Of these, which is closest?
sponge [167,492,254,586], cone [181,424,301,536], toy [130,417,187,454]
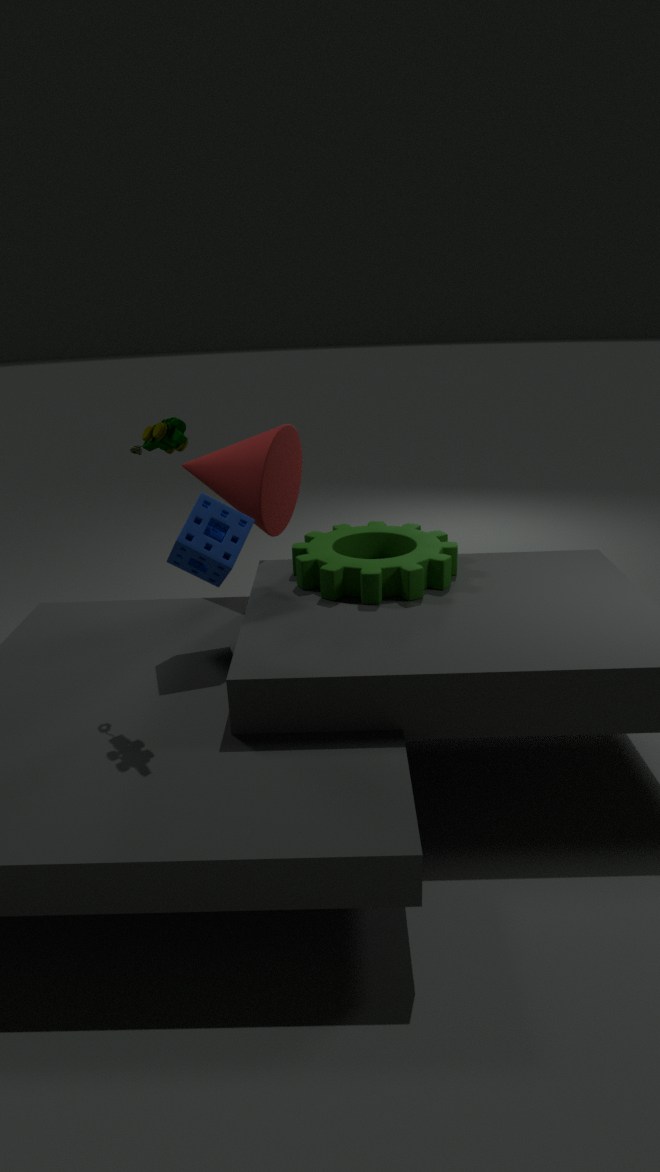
toy [130,417,187,454]
